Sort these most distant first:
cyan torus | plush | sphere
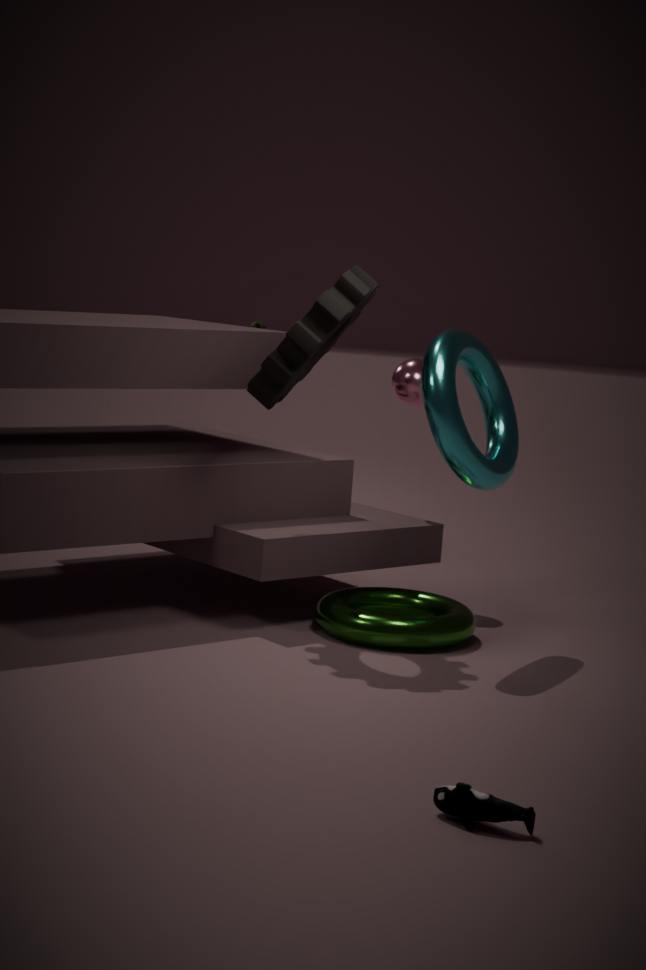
1. sphere
2. cyan torus
3. plush
